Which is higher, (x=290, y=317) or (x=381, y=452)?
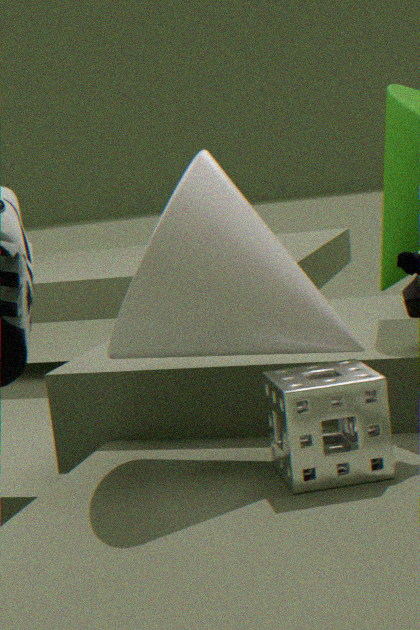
(x=290, y=317)
